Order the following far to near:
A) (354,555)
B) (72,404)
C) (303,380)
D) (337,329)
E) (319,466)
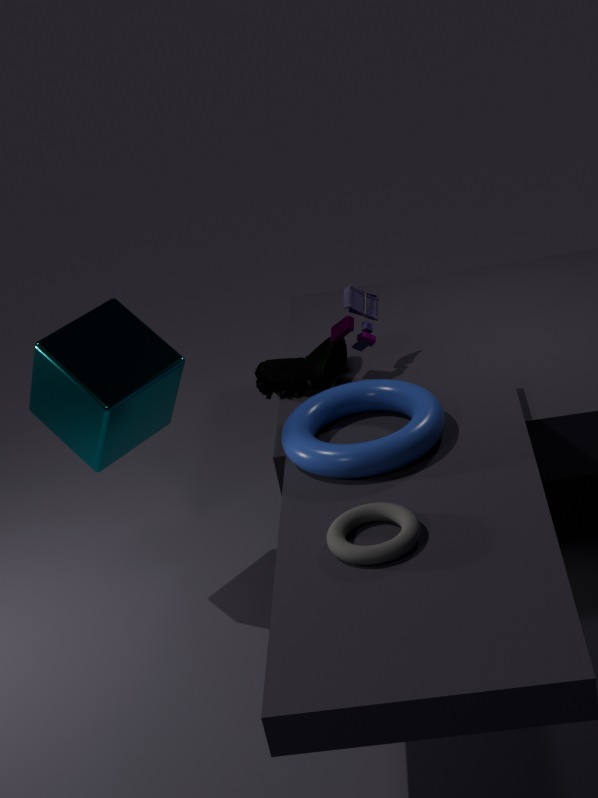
(337,329), (303,380), (72,404), (319,466), (354,555)
